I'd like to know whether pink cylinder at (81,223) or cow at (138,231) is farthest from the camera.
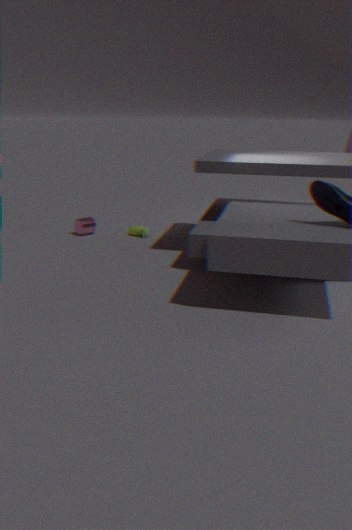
pink cylinder at (81,223)
